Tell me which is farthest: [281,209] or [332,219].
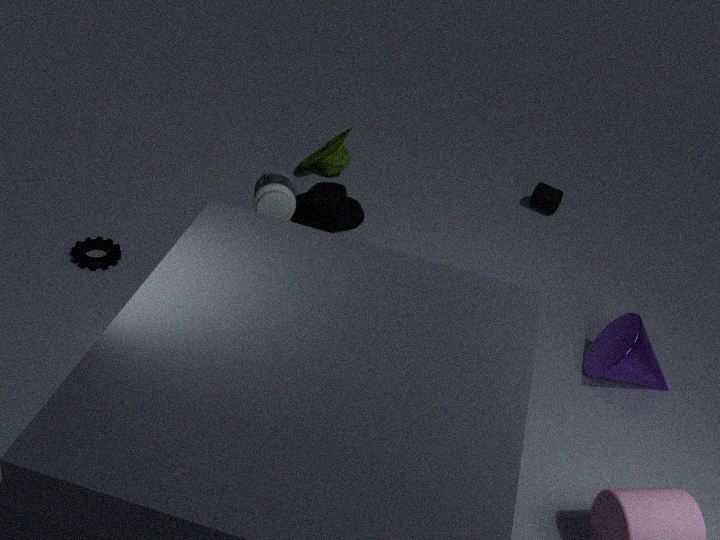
[332,219]
